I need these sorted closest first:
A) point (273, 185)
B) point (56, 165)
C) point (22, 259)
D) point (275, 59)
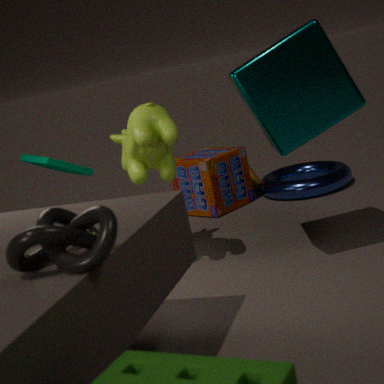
1. point (22, 259)
2. point (275, 59)
3. point (56, 165)
4. point (273, 185)
